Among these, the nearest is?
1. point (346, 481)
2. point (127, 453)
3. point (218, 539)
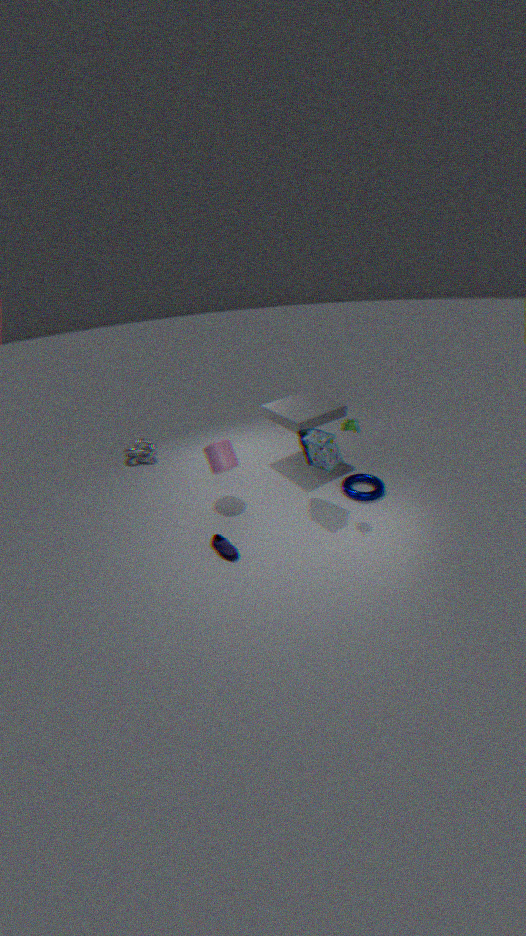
point (218, 539)
